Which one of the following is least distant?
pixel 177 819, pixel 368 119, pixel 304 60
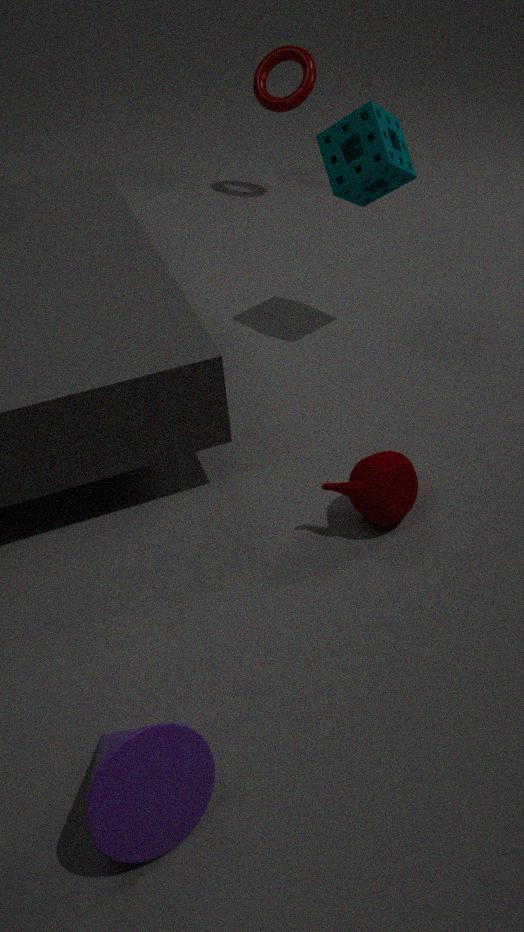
pixel 177 819
